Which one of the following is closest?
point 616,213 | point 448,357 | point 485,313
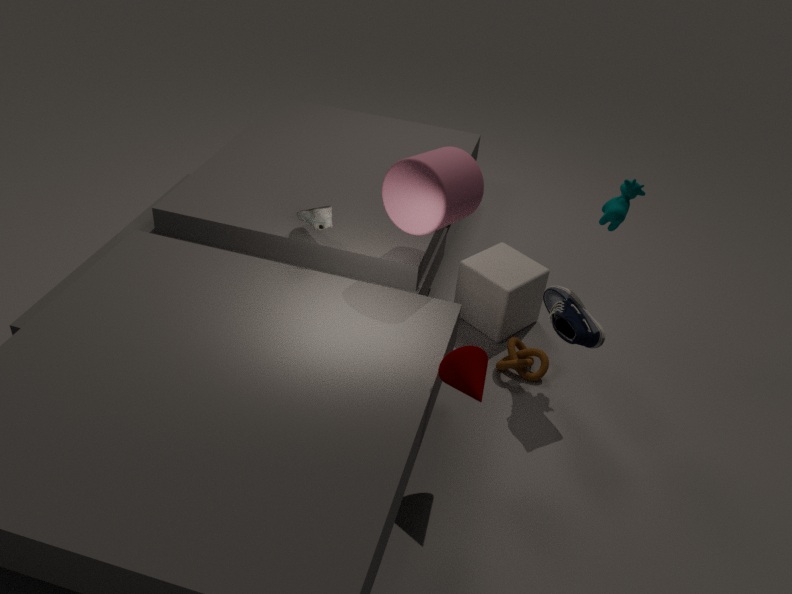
point 448,357
